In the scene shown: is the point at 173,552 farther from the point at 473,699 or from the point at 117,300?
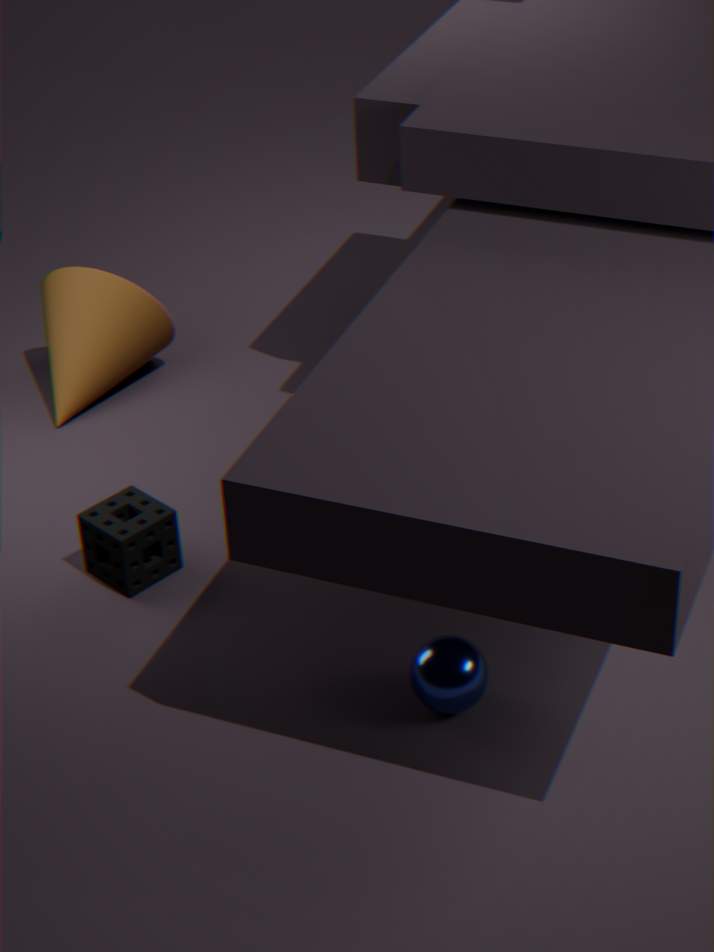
the point at 117,300
